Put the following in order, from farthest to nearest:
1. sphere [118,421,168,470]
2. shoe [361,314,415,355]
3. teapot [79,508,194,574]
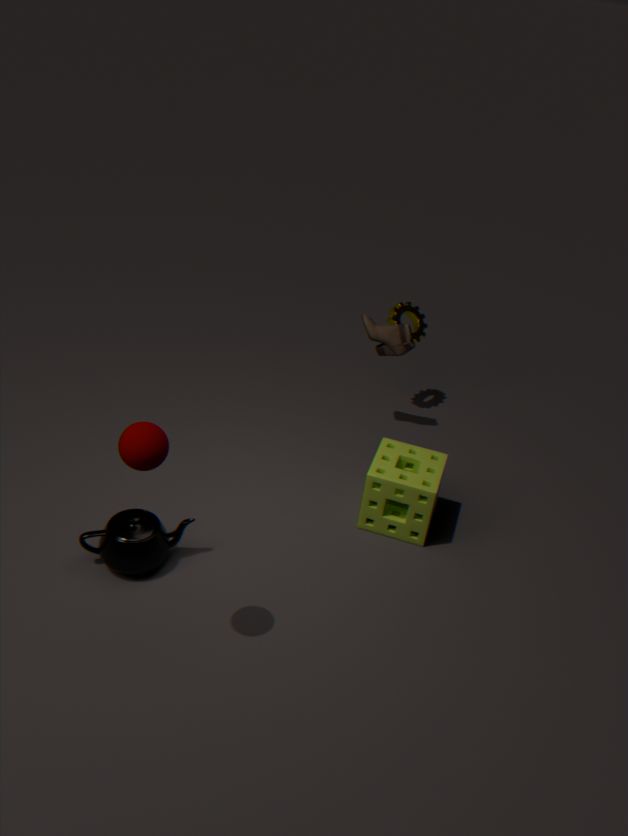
shoe [361,314,415,355] → teapot [79,508,194,574] → sphere [118,421,168,470]
